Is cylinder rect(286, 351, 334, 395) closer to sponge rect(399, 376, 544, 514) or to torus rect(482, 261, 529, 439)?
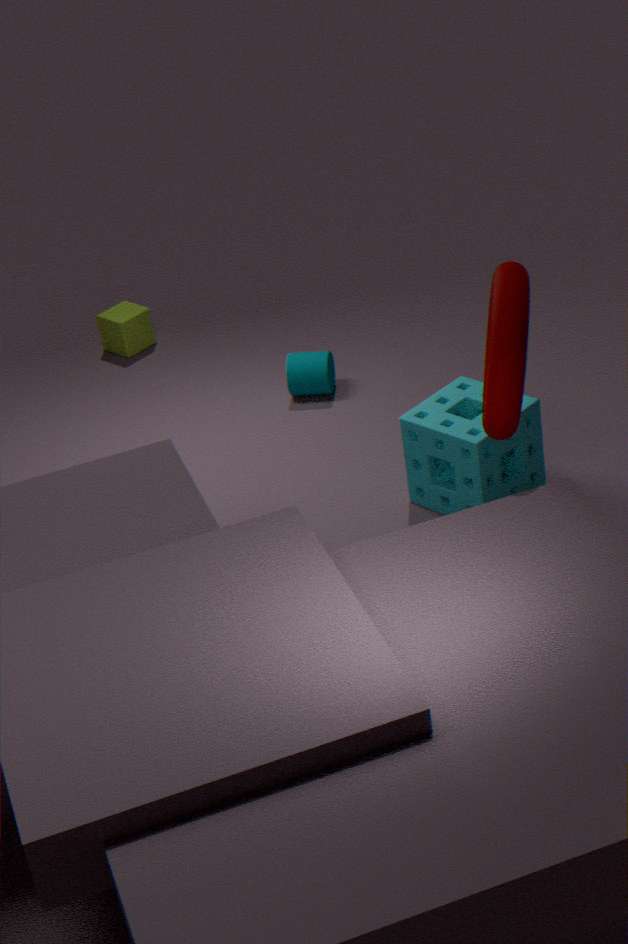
sponge rect(399, 376, 544, 514)
